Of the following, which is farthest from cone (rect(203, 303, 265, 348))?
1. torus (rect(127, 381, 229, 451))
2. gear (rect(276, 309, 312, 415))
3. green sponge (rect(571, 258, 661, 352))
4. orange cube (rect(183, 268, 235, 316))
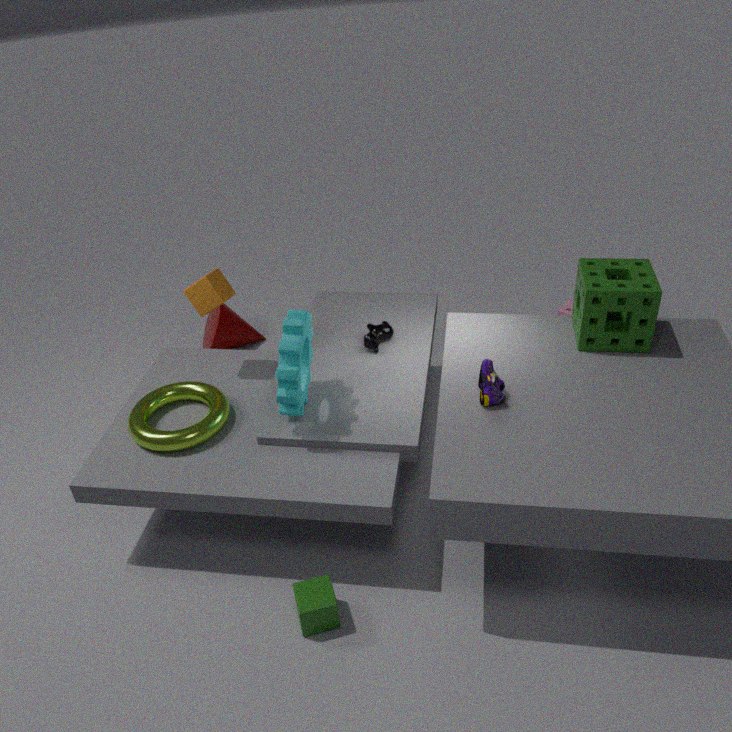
green sponge (rect(571, 258, 661, 352))
